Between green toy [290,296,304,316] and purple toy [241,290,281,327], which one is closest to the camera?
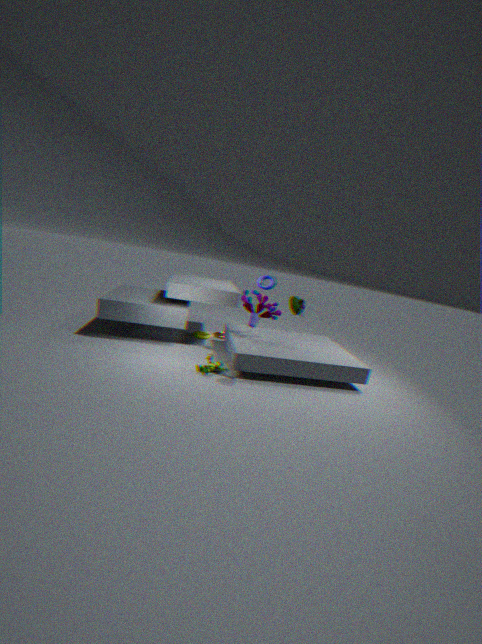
green toy [290,296,304,316]
